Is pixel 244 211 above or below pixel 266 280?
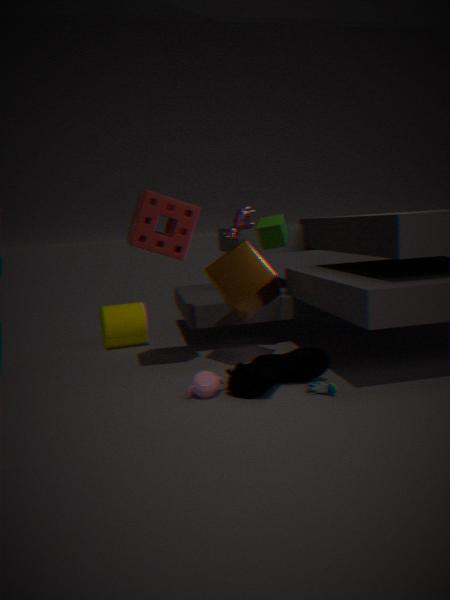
above
